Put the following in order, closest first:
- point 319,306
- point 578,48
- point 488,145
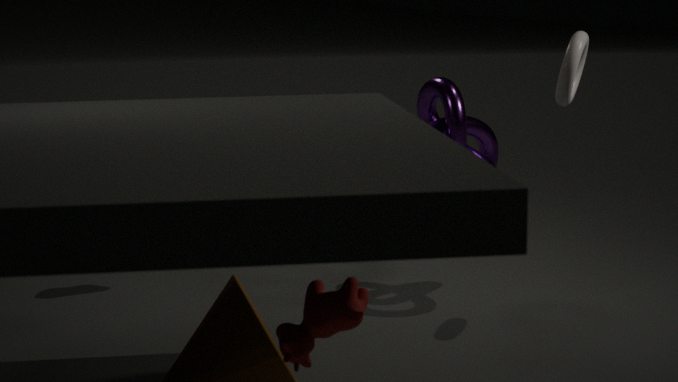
1. point 319,306
2. point 578,48
3. point 488,145
